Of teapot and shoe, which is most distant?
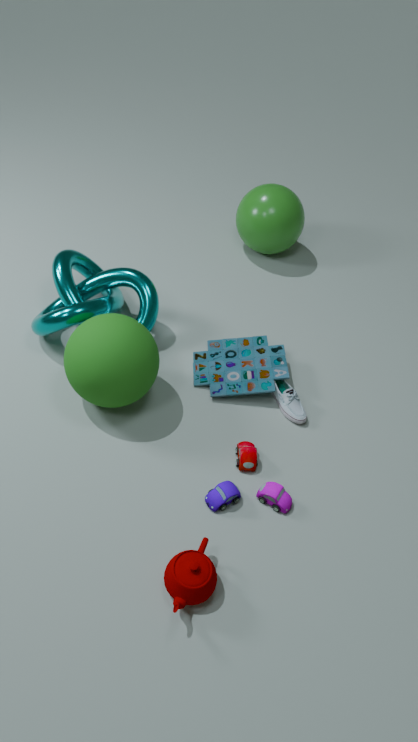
shoe
